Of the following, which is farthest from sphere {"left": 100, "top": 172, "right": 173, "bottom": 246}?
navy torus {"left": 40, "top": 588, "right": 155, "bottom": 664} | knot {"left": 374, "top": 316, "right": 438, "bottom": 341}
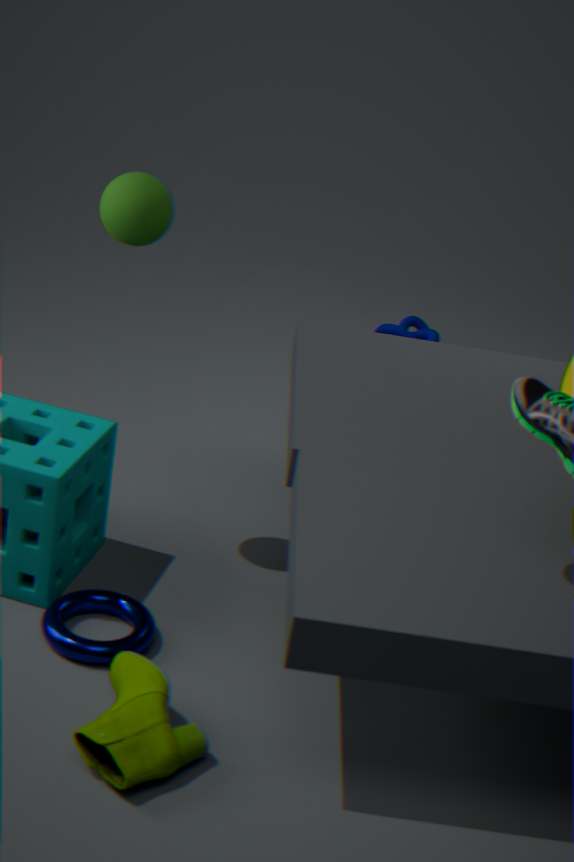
knot {"left": 374, "top": 316, "right": 438, "bottom": 341}
